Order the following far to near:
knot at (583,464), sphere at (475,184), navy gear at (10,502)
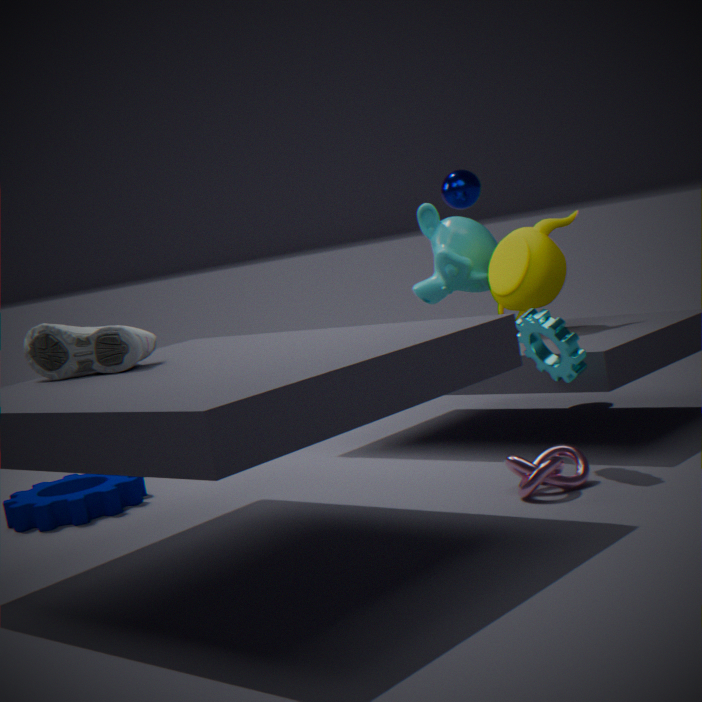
sphere at (475,184) < navy gear at (10,502) < knot at (583,464)
